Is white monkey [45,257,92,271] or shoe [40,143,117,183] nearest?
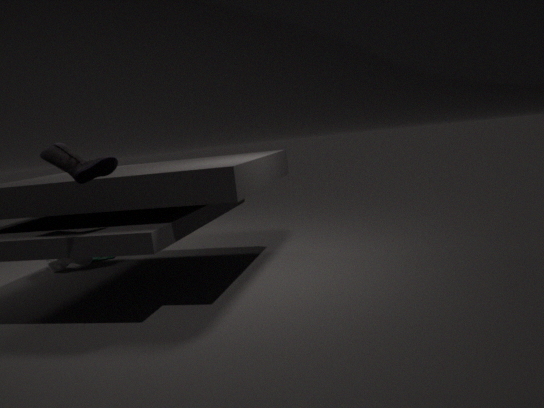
shoe [40,143,117,183]
